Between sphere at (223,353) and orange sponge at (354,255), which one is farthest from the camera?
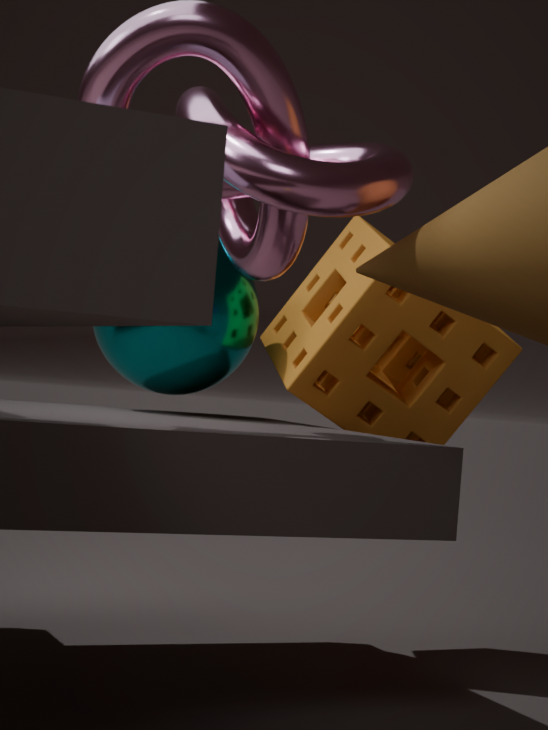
orange sponge at (354,255)
